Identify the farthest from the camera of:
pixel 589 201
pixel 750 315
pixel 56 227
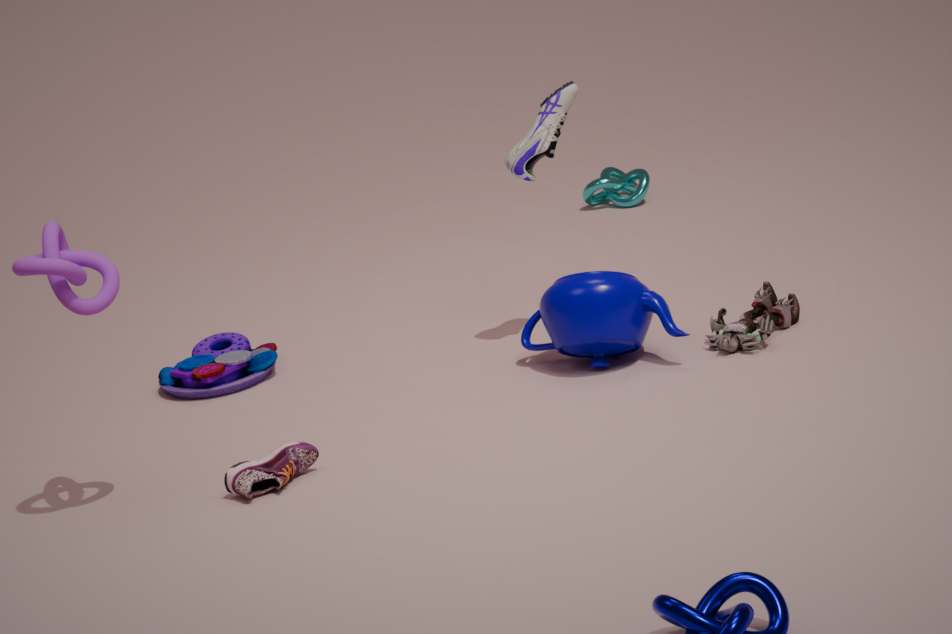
pixel 589 201
